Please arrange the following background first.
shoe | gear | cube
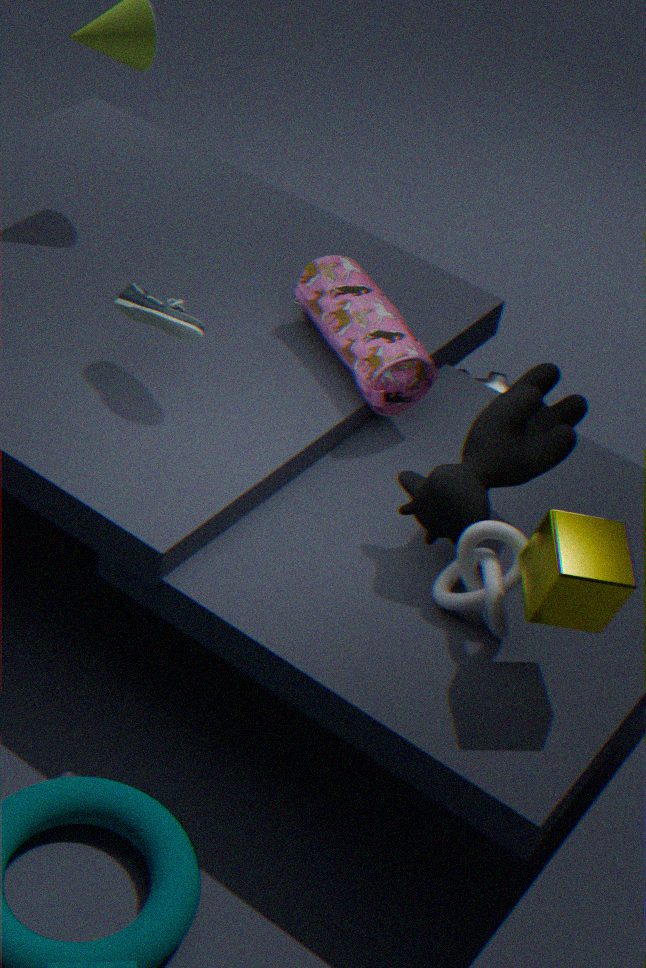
gear
shoe
cube
